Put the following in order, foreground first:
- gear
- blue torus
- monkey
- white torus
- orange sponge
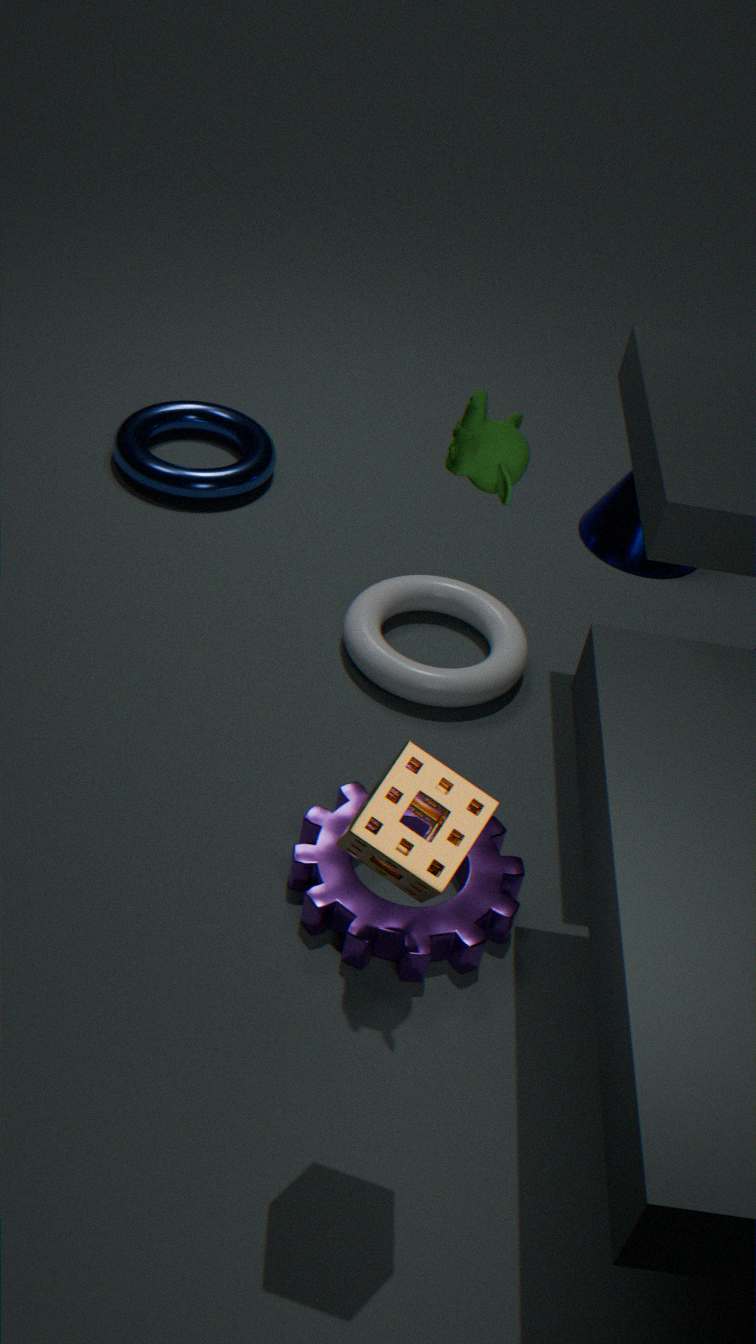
1. orange sponge
2. monkey
3. gear
4. white torus
5. blue torus
